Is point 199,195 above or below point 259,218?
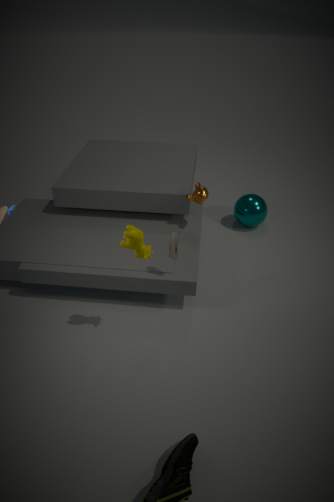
above
